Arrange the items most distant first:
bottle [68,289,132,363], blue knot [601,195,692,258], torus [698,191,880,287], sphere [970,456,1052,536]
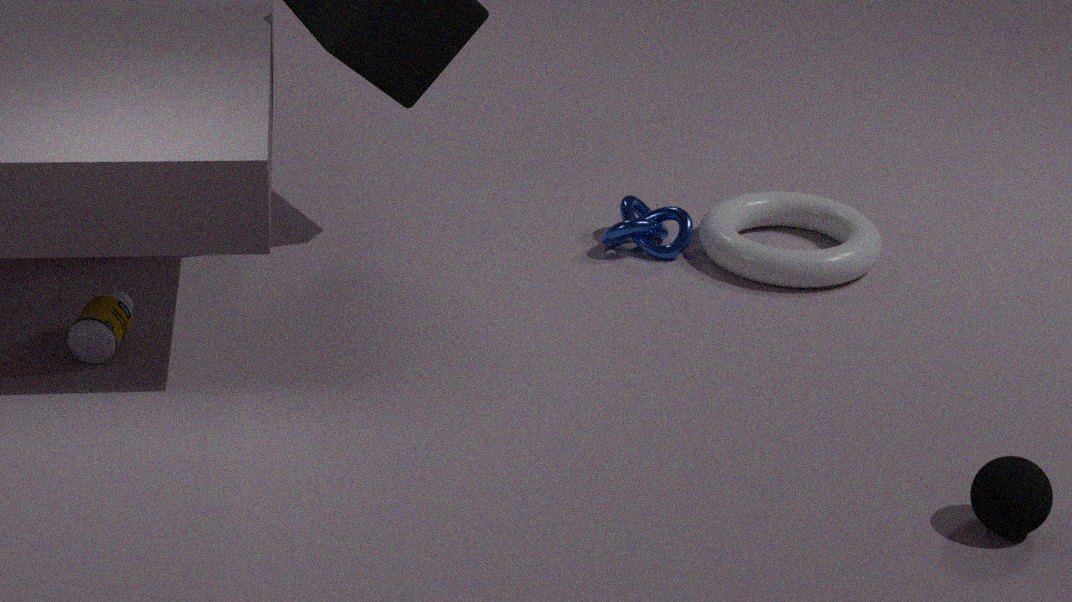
blue knot [601,195,692,258]
torus [698,191,880,287]
bottle [68,289,132,363]
sphere [970,456,1052,536]
